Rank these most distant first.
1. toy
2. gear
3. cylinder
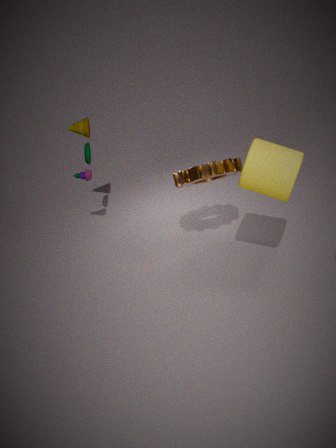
1. toy
2. gear
3. cylinder
